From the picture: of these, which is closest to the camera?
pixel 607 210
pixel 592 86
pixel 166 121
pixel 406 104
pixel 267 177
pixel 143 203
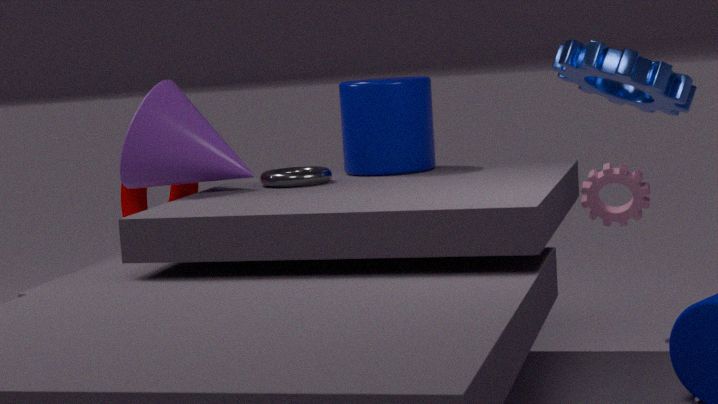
pixel 166 121
